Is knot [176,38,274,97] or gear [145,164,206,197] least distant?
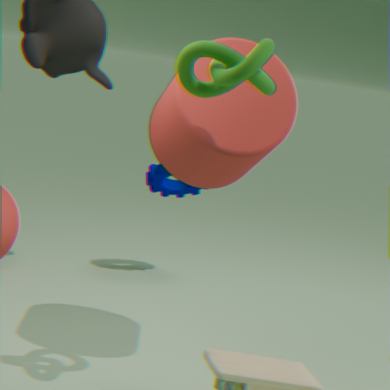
knot [176,38,274,97]
